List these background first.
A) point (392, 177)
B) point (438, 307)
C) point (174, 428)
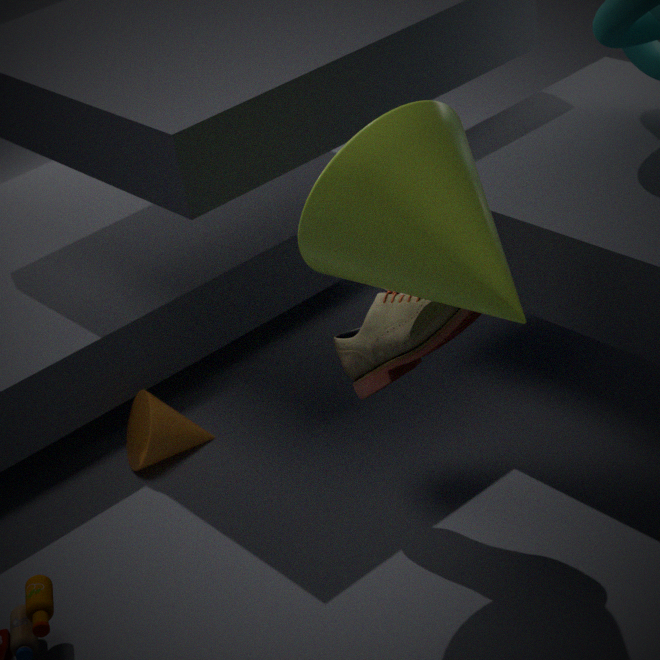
point (174, 428)
point (438, 307)
point (392, 177)
